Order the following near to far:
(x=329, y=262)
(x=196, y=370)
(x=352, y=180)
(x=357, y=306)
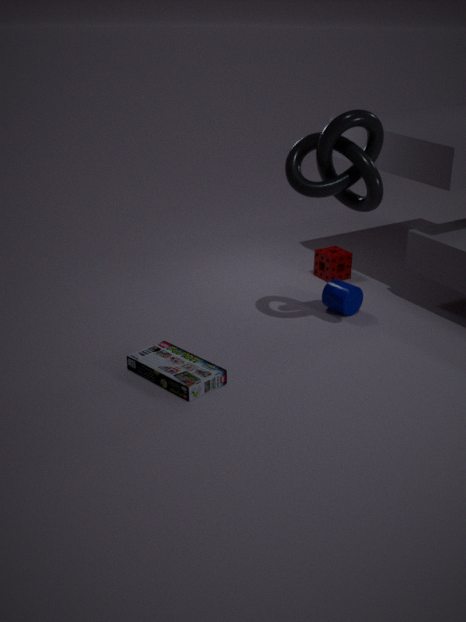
(x=196, y=370), (x=352, y=180), (x=357, y=306), (x=329, y=262)
